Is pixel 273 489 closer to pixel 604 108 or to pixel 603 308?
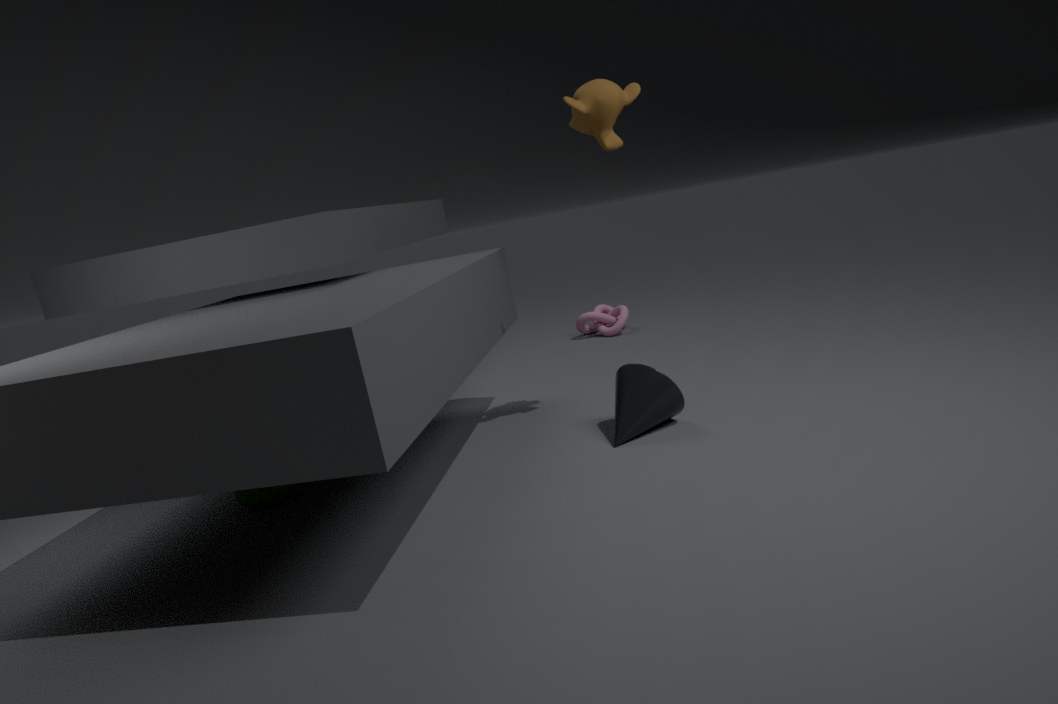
pixel 604 108
